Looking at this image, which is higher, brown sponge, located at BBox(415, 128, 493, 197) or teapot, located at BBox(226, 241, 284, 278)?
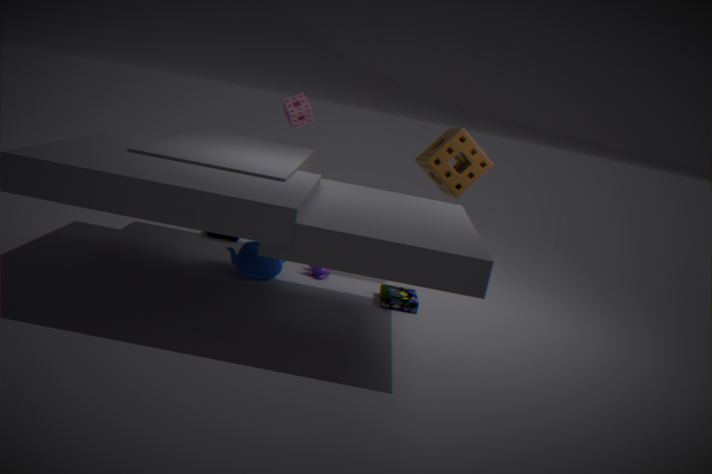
brown sponge, located at BBox(415, 128, 493, 197)
